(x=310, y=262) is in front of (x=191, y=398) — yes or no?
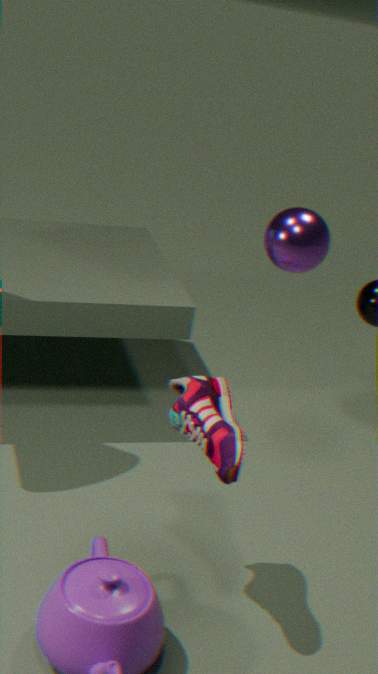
Yes
